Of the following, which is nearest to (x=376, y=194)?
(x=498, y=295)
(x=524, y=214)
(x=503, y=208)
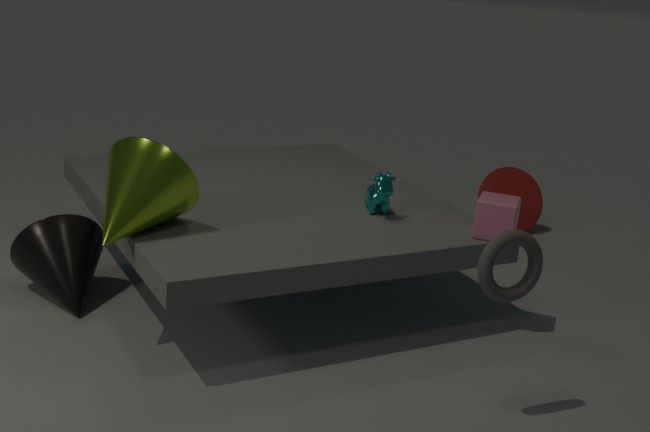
(x=503, y=208)
